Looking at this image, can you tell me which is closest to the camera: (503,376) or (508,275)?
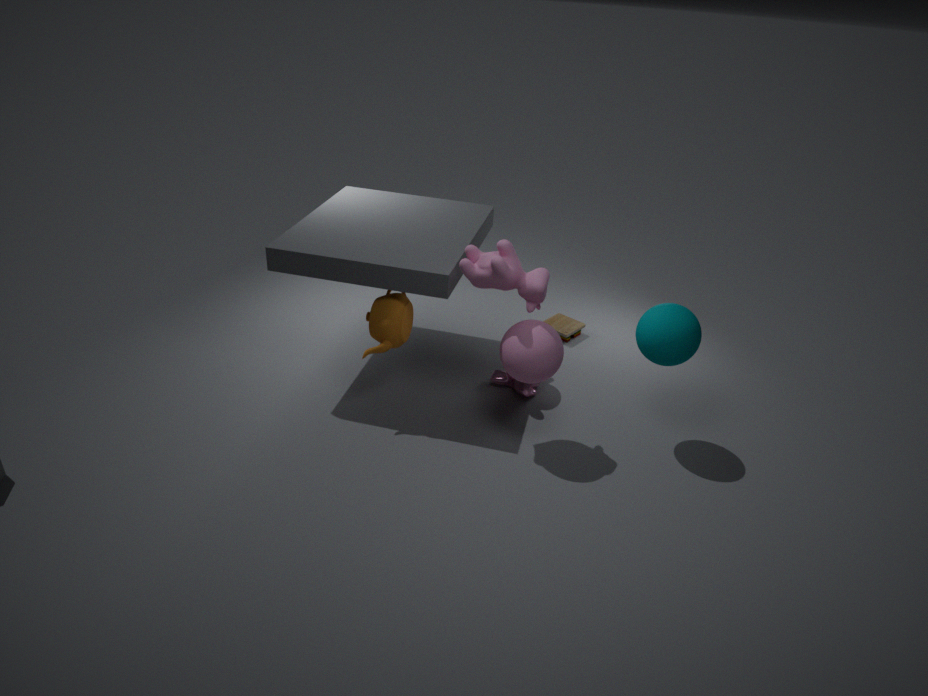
(508,275)
